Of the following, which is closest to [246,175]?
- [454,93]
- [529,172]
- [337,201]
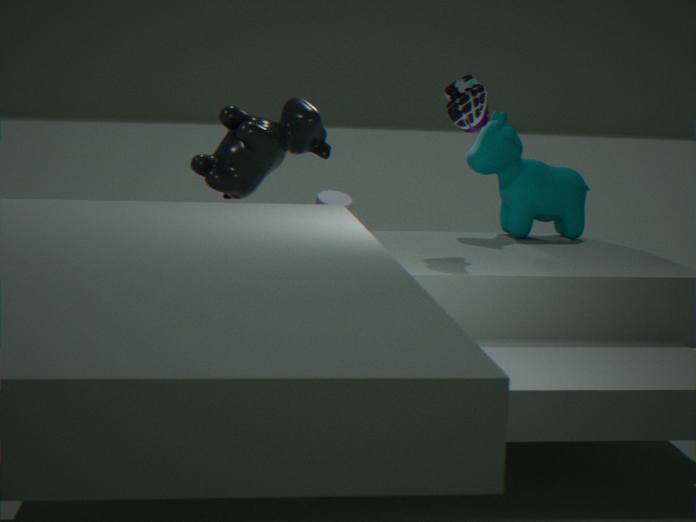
[337,201]
